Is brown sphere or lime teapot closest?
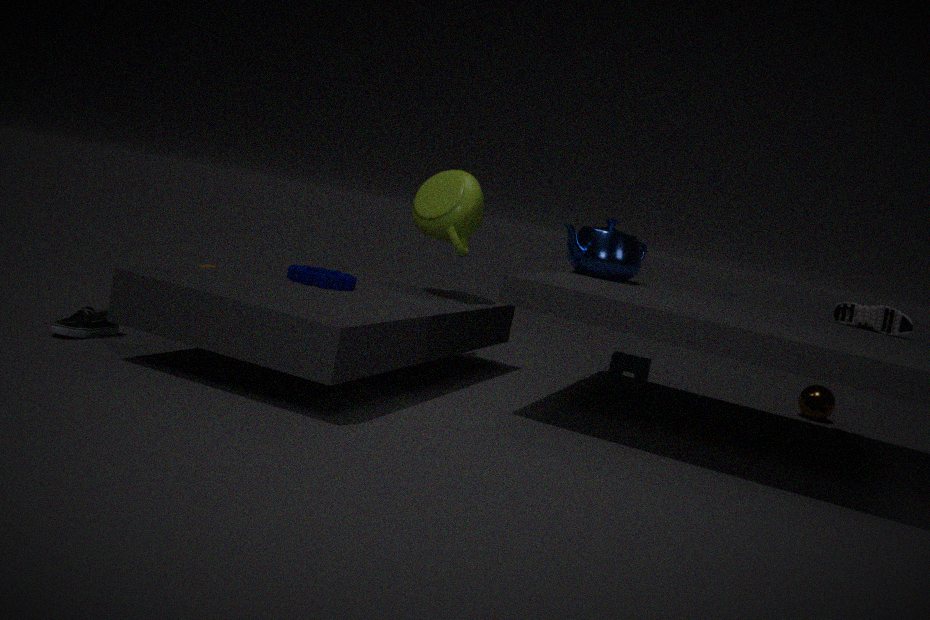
lime teapot
